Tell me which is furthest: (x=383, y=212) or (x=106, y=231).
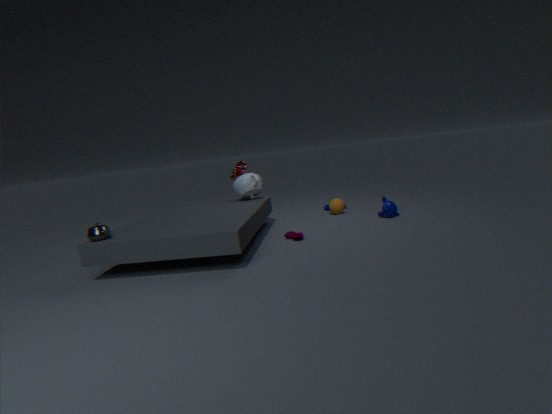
(x=383, y=212)
